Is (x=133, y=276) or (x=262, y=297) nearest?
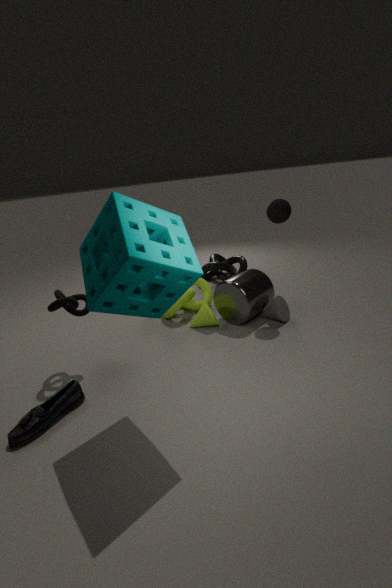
(x=133, y=276)
